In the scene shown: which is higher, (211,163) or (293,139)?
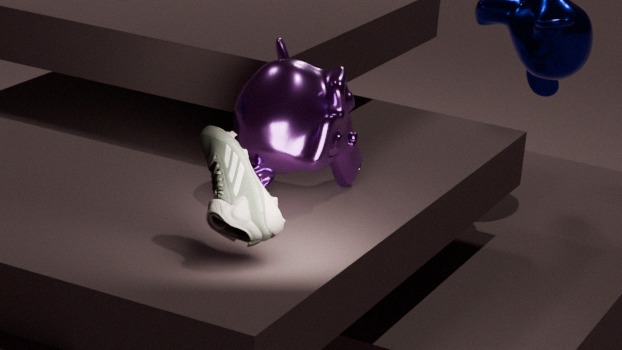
(293,139)
